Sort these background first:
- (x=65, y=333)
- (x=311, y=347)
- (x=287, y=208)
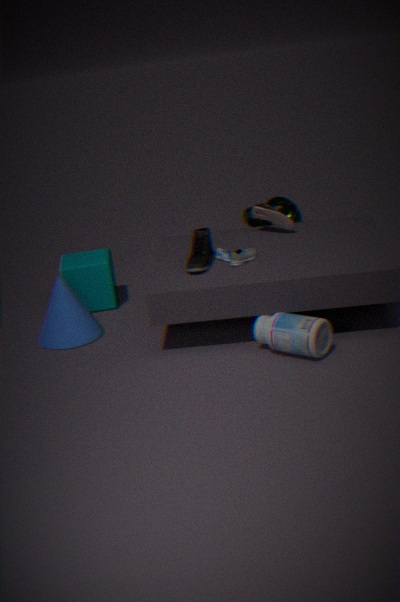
(x=287, y=208)
(x=65, y=333)
(x=311, y=347)
